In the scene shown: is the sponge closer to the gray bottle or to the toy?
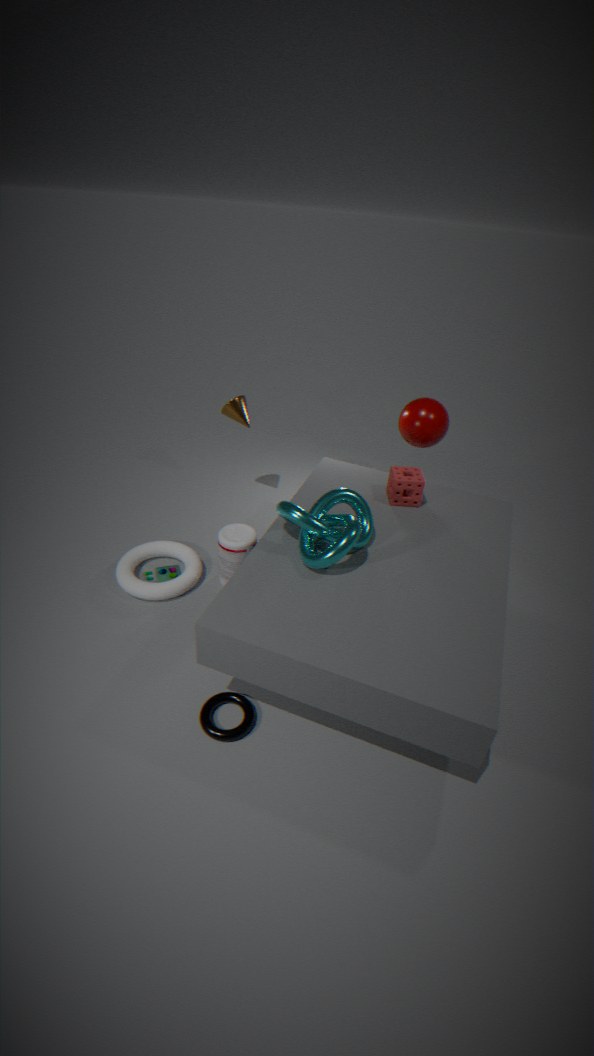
the gray bottle
